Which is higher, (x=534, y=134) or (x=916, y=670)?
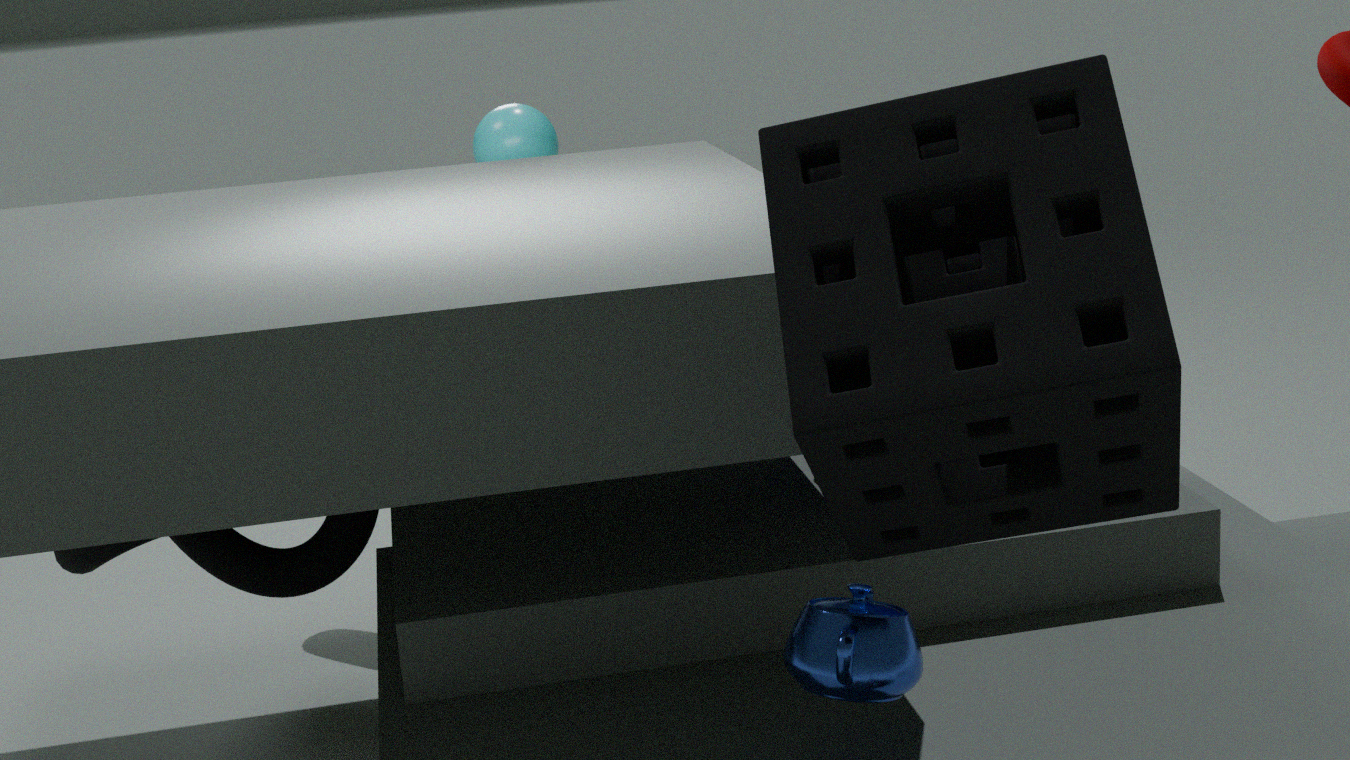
(x=534, y=134)
